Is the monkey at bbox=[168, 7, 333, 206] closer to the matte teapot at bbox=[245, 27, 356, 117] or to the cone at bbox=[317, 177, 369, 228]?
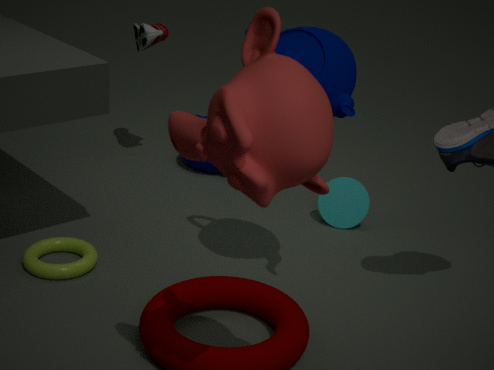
the matte teapot at bbox=[245, 27, 356, 117]
